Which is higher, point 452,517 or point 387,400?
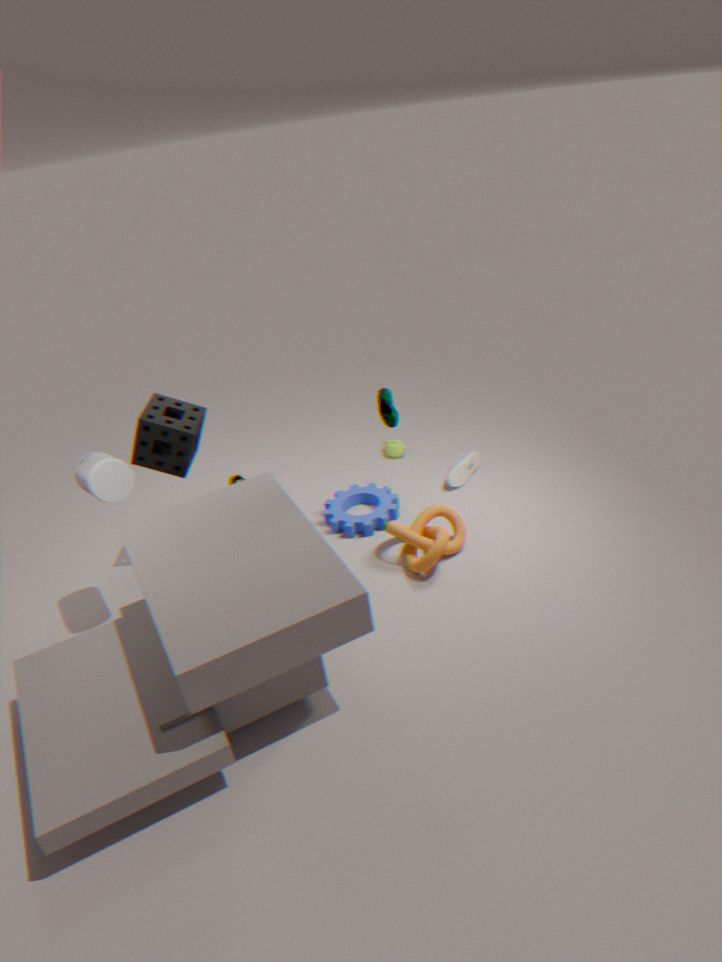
point 387,400
